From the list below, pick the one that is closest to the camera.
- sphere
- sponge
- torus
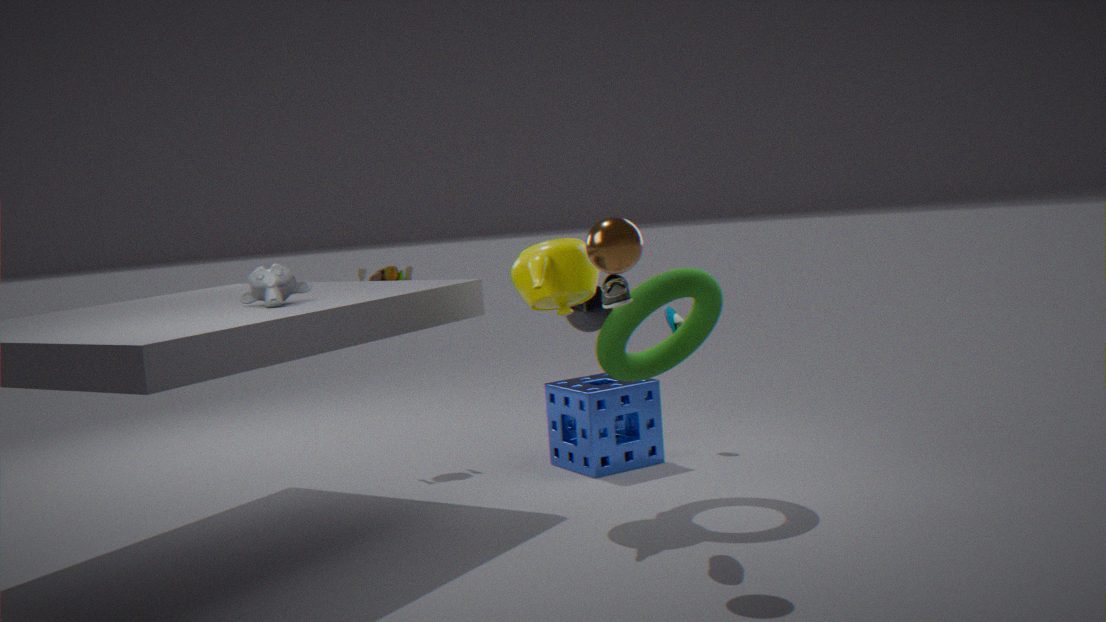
sphere
